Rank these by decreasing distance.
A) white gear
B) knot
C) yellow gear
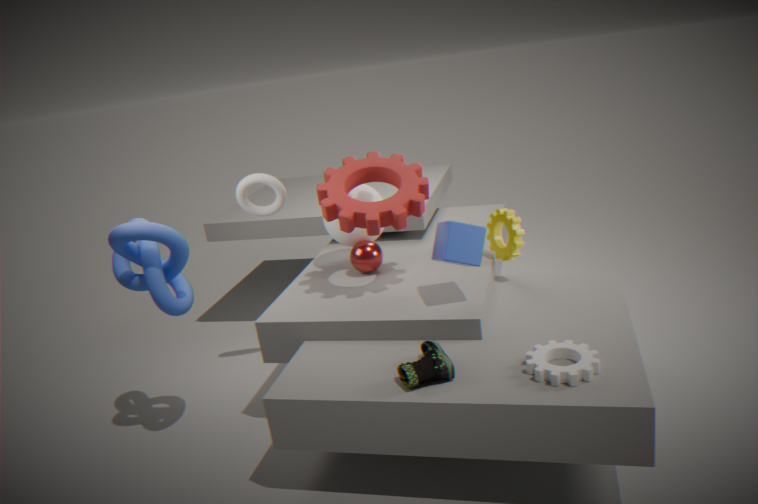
yellow gear < knot < white gear
